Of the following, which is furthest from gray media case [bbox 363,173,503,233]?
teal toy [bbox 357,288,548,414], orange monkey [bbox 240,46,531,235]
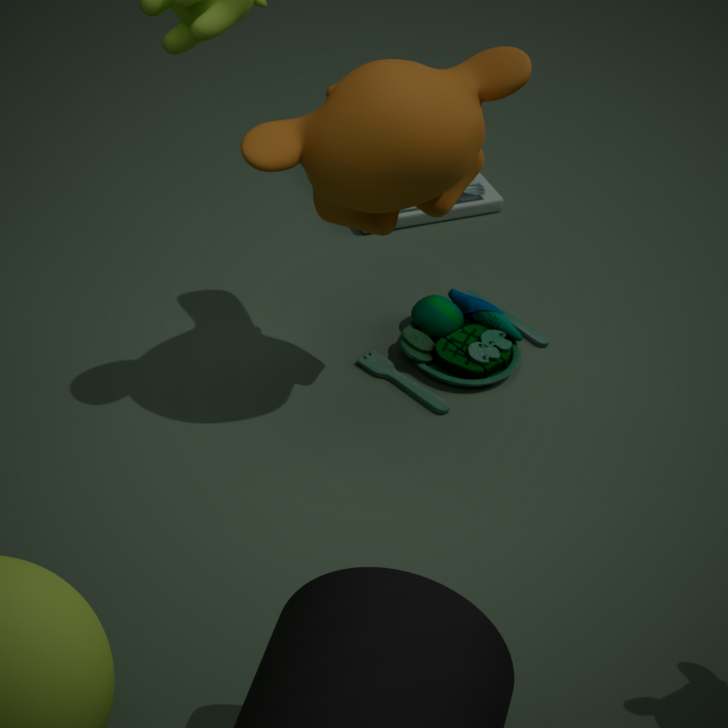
orange monkey [bbox 240,46,531,235]
